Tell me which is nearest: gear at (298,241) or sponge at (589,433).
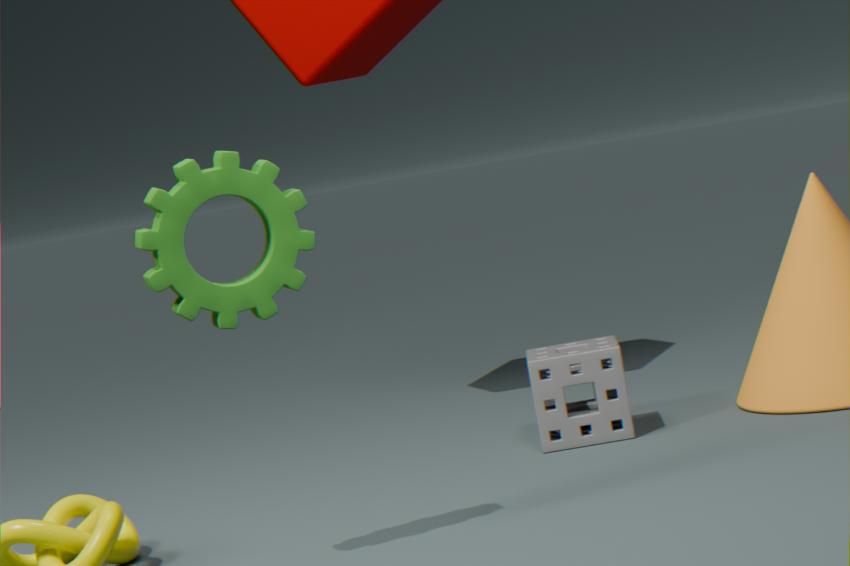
gear at (298,241)
